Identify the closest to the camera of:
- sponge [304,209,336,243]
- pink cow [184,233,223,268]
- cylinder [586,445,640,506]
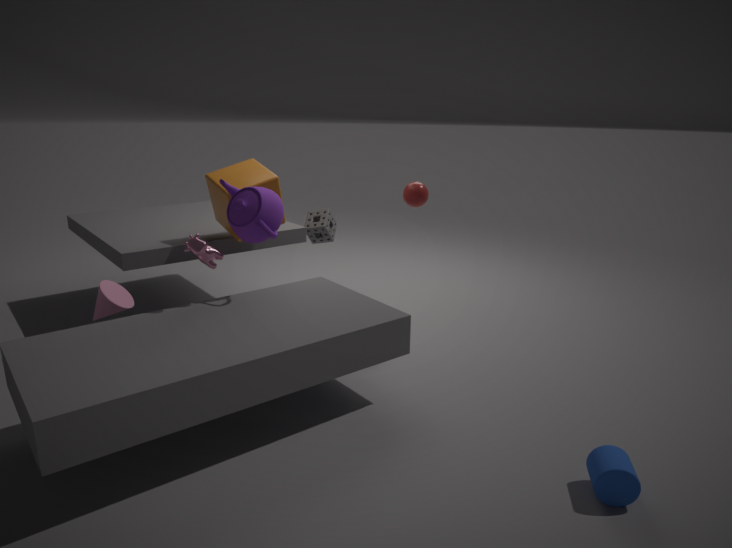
cylinder [586,445,640,506]
